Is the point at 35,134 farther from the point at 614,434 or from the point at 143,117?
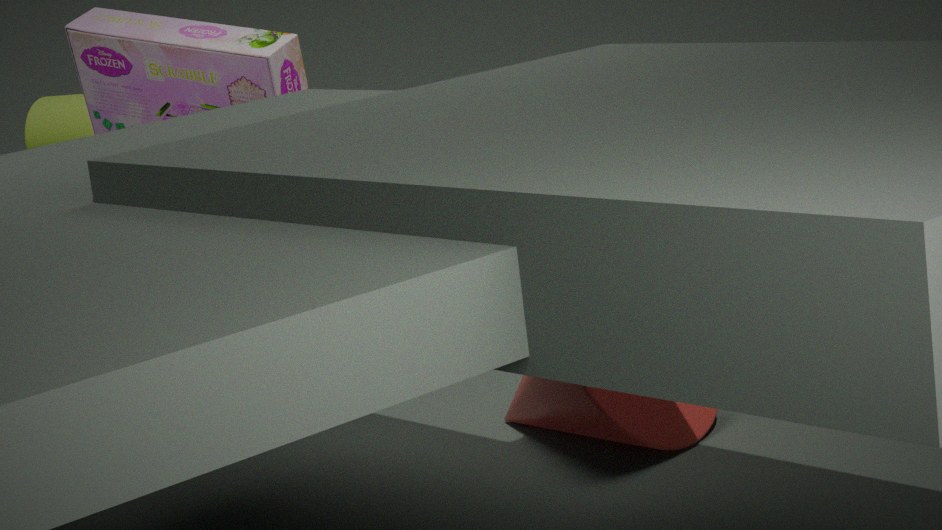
the point at 614,434
